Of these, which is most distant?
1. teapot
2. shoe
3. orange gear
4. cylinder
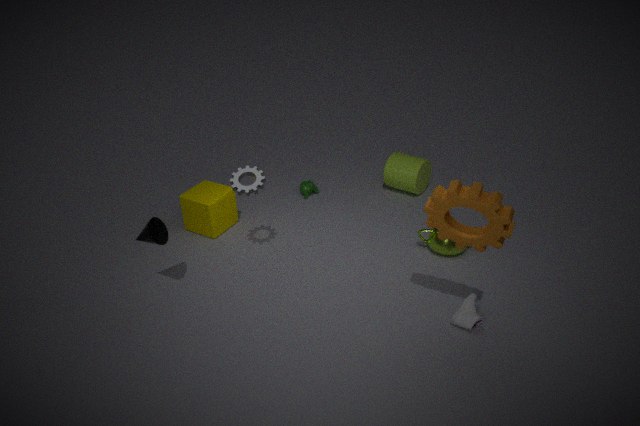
cylinder
